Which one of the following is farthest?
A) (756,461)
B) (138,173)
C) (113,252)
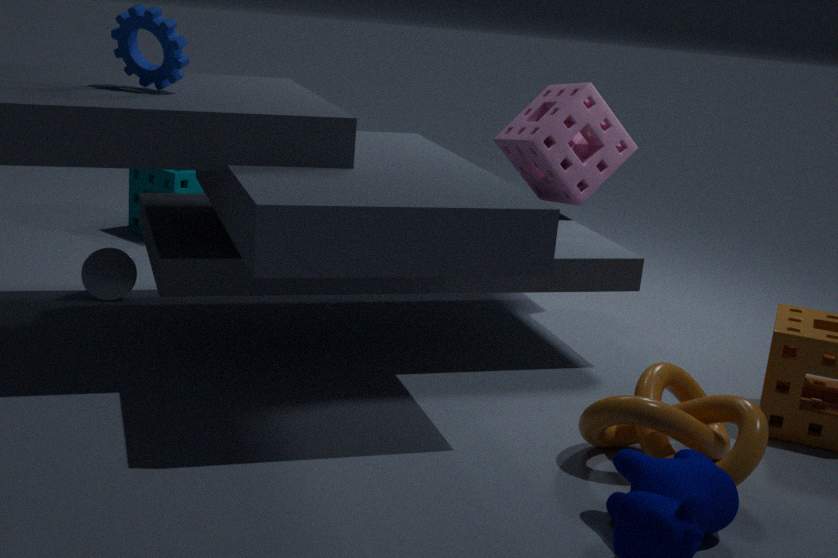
(138,173)
